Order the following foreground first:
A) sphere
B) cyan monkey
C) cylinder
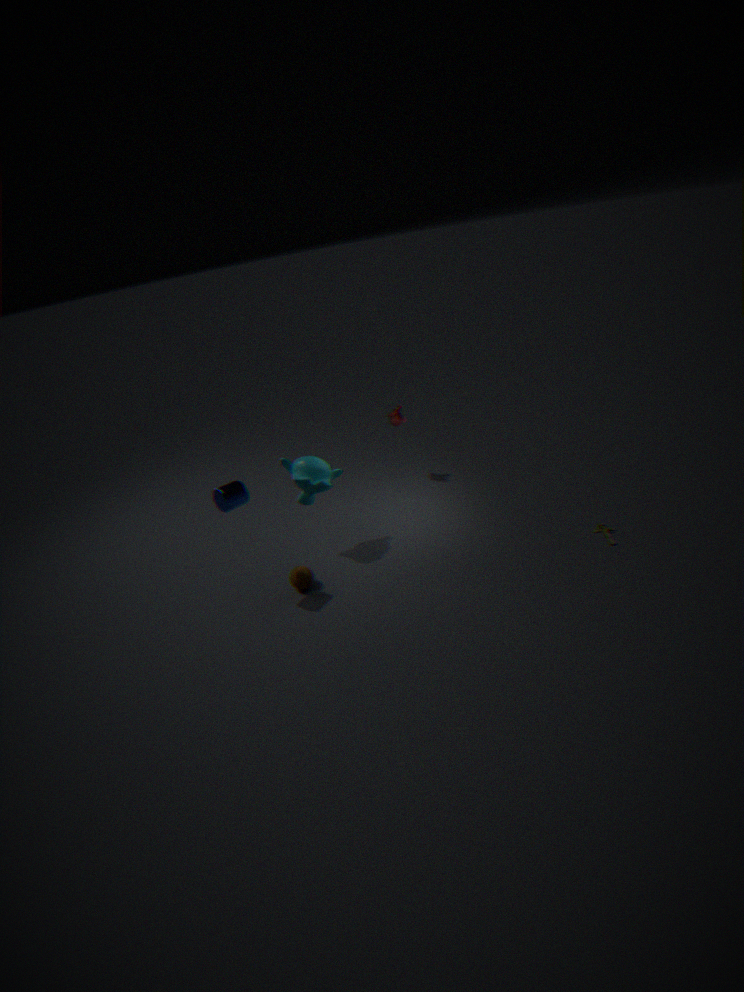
1. cylinder
2. sphere
3. cyan monkey
